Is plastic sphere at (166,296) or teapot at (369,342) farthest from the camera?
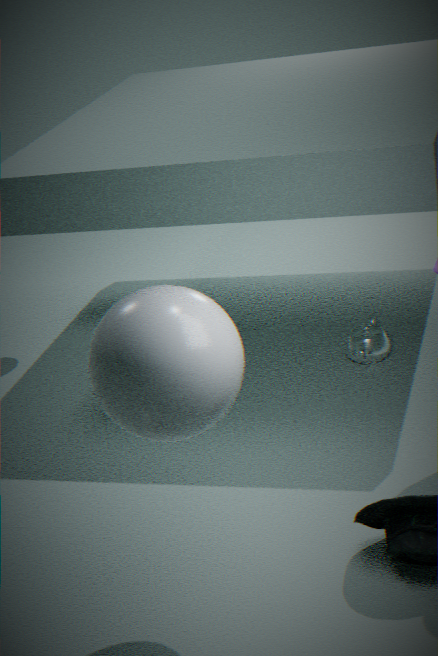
teapot at (369,342)
